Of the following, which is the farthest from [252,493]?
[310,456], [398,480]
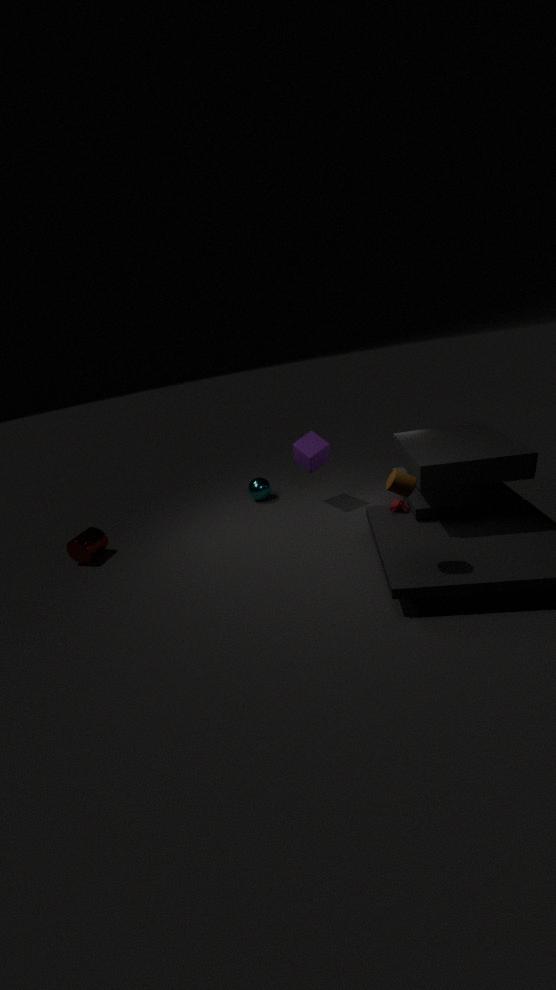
[398,480]
